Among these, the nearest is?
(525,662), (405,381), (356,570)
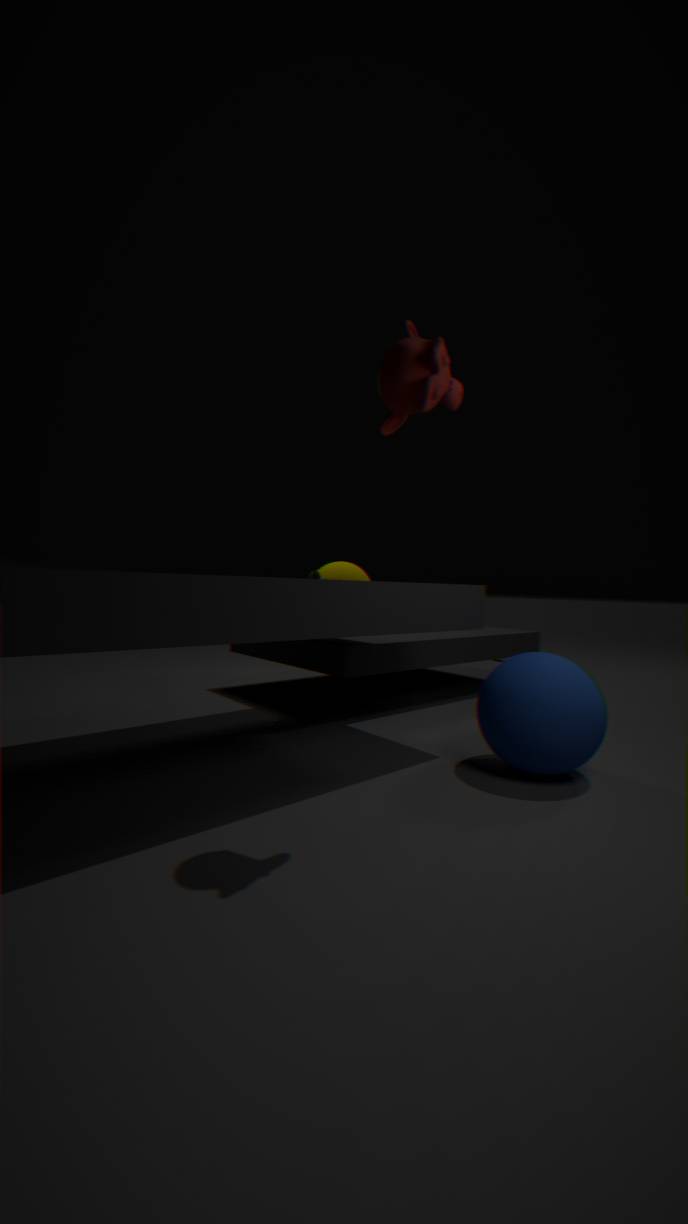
(405,381)
